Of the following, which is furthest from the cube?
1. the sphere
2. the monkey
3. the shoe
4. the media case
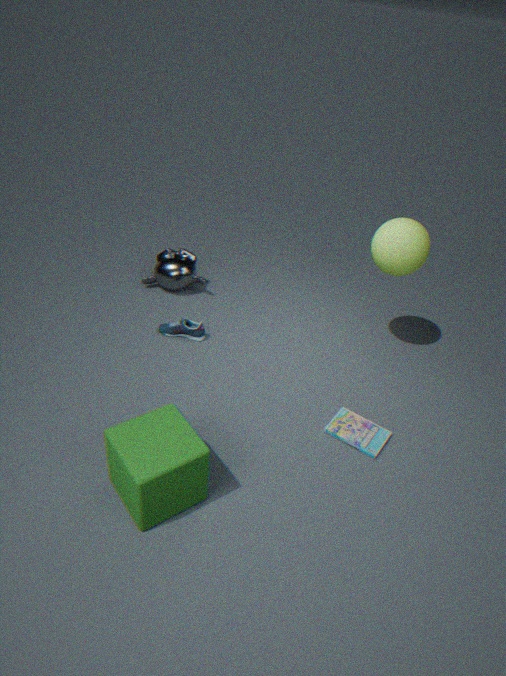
the sphere
